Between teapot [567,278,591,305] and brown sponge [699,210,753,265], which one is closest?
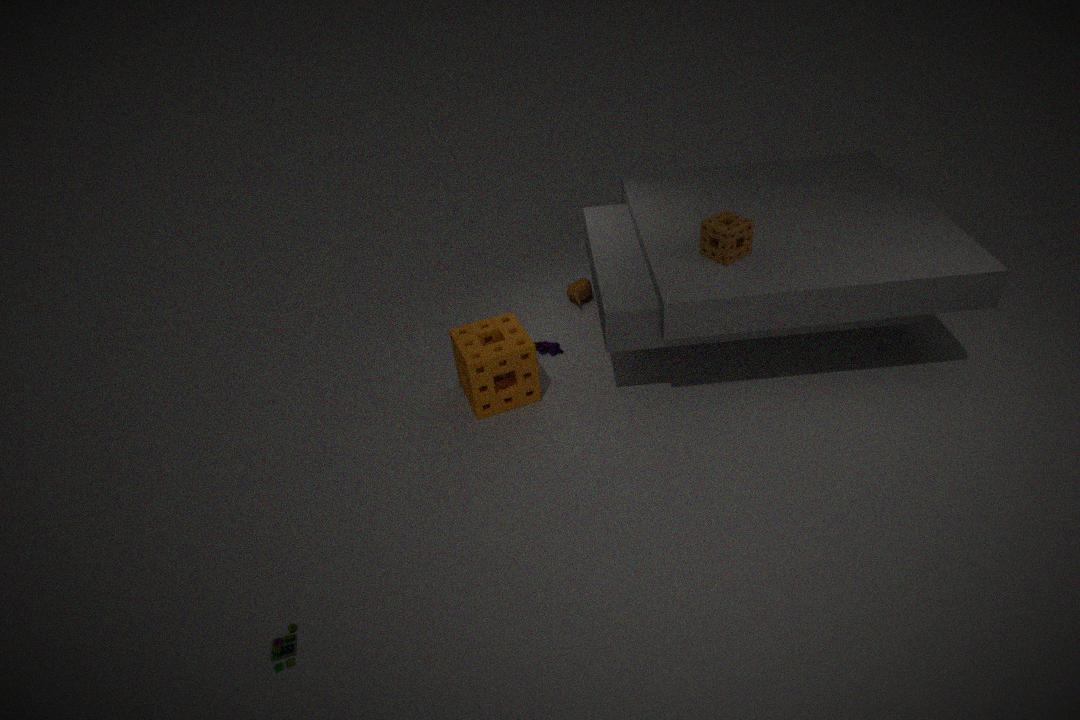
brown sponge [699,210,753,265]
